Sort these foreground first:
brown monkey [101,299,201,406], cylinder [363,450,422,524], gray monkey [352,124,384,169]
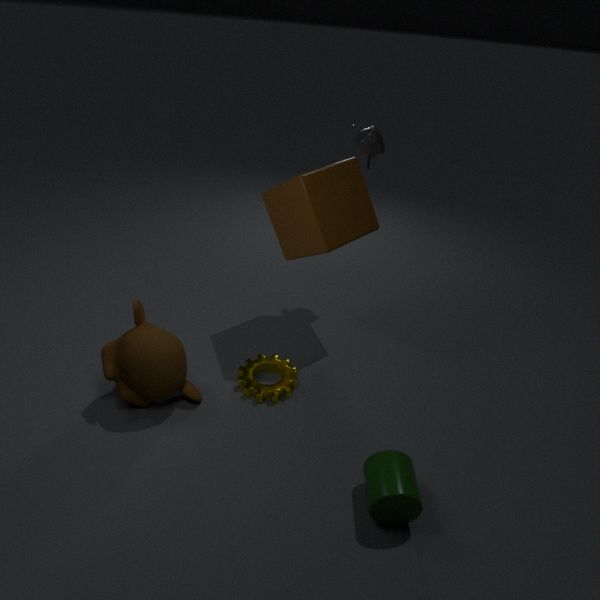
cylinder [363,450,422,524] < brown monkey [101,299,201,406] < gray monkey [352,124,384,169]
